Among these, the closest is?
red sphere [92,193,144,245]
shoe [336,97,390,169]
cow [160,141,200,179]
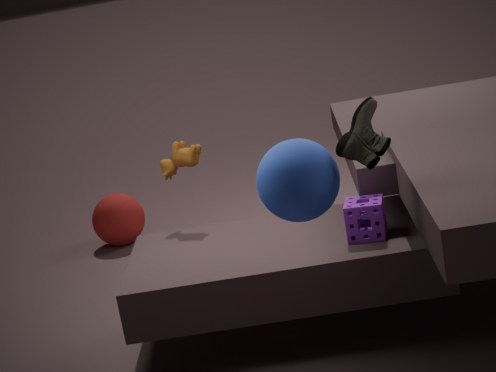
shoe [336,97,390,169]
